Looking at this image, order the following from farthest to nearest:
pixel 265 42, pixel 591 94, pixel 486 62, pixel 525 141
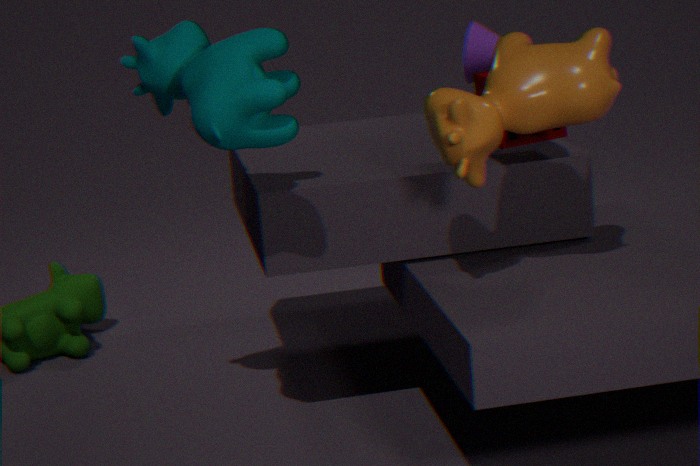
pixel 486 62 → pixel 525 141 → pixel 265 42 → pixel 591 94
